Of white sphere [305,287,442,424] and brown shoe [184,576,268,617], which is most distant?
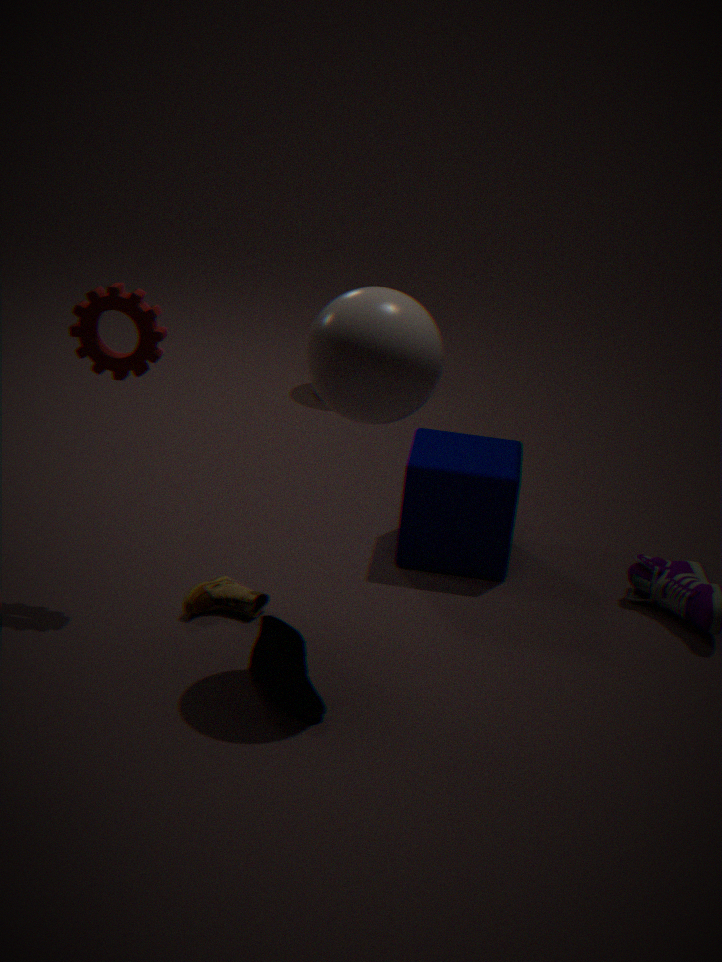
brown shoe [184,576,268,617]
